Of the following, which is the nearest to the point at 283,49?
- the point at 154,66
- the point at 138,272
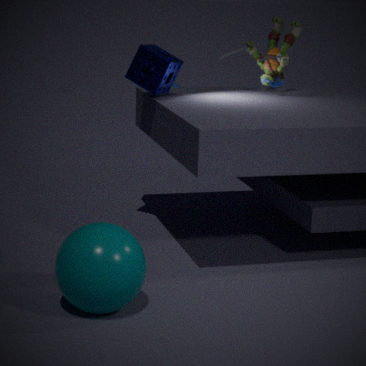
the point at 154,66
